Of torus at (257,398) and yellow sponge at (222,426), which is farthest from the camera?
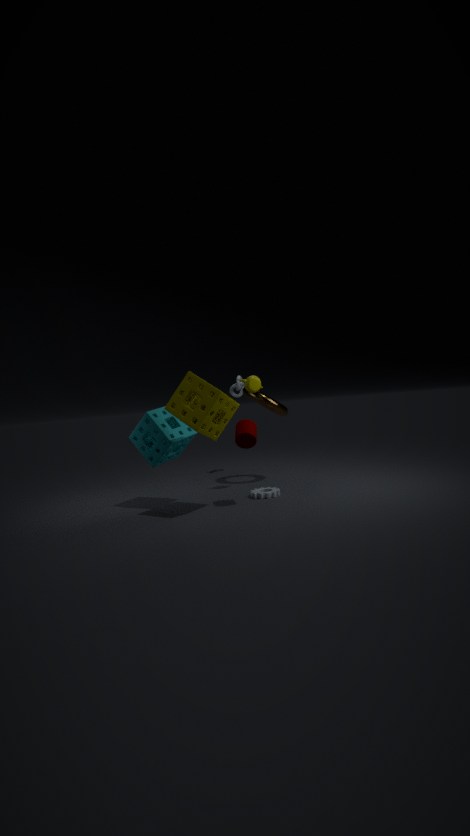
torus at (257,398)
